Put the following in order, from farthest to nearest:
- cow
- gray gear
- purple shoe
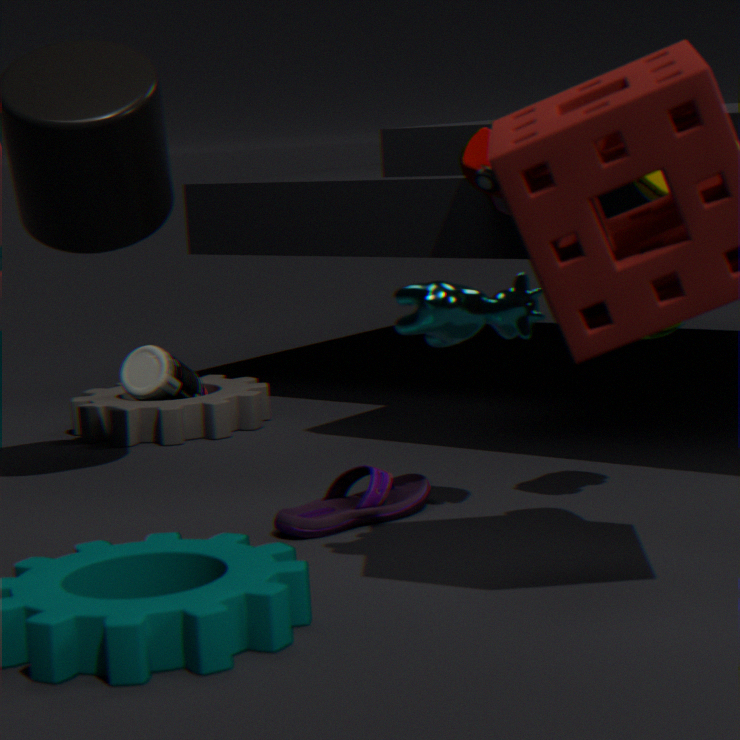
1. gray gear
2. purple shoe
3. cow
